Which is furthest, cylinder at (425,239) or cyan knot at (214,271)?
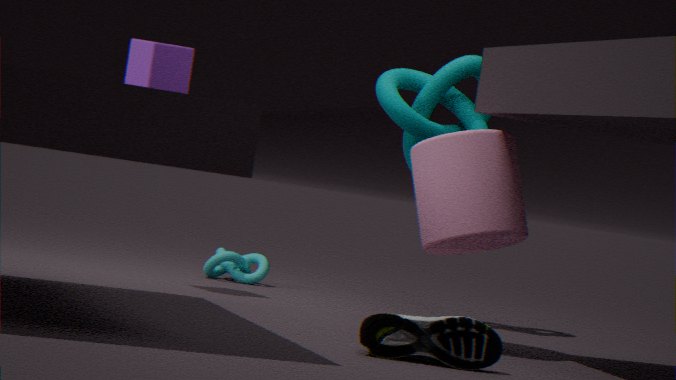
cyan knot at (214,271)
